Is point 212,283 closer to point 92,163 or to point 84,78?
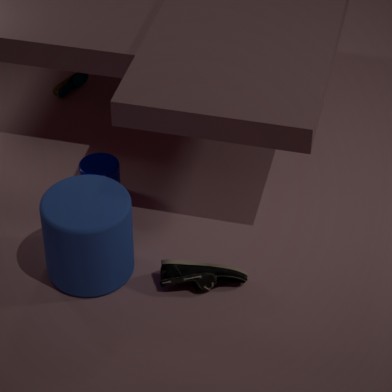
point 92,163
